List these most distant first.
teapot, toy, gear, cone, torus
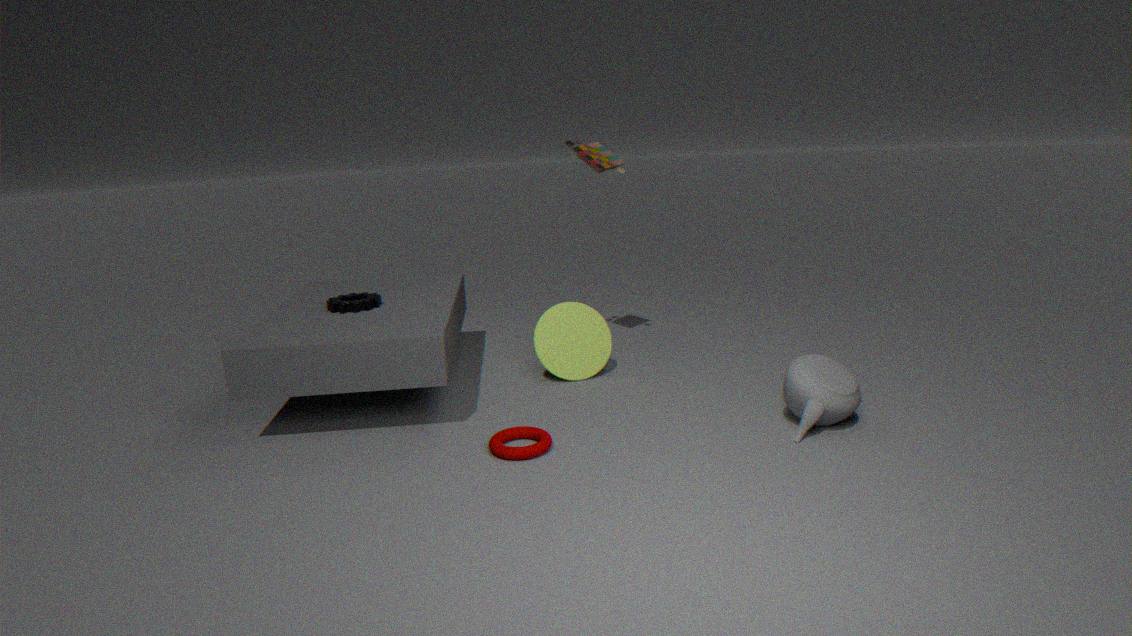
toy → cone → gear → teapot → torus
